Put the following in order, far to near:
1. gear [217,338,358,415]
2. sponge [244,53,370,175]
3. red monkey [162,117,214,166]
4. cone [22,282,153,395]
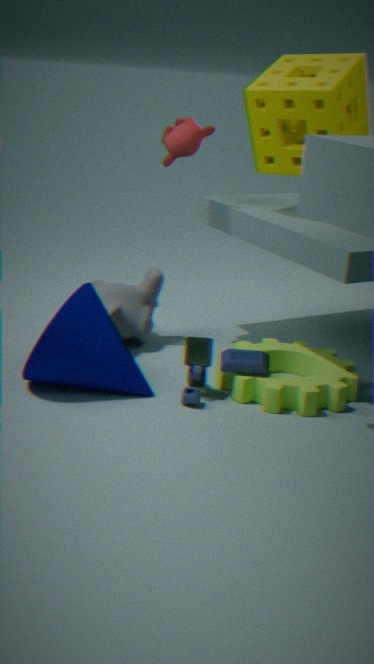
red monkey [162,117,214,166]
sponge [244,53,370,175]
gear [217,338,358,415]
cone [22,282,153,395]
